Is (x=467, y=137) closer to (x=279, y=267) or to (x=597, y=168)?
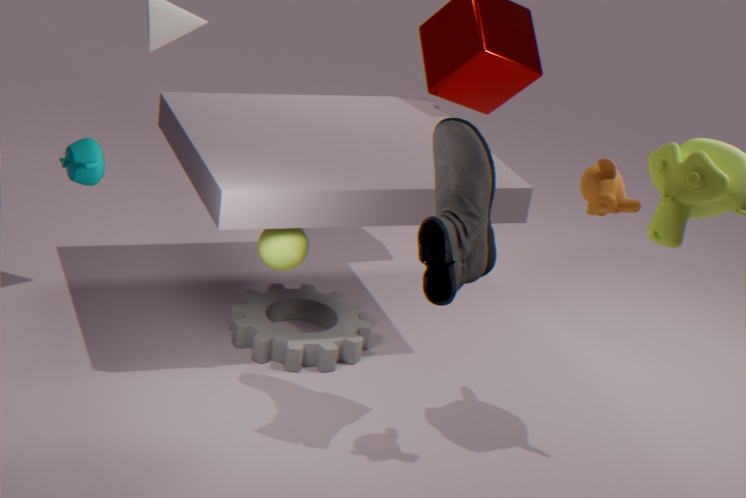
(x=597, y=168)
